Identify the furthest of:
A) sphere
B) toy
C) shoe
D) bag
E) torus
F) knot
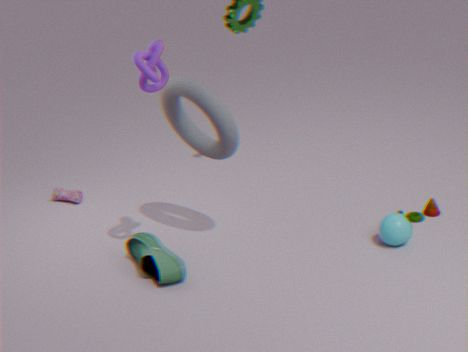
bag
